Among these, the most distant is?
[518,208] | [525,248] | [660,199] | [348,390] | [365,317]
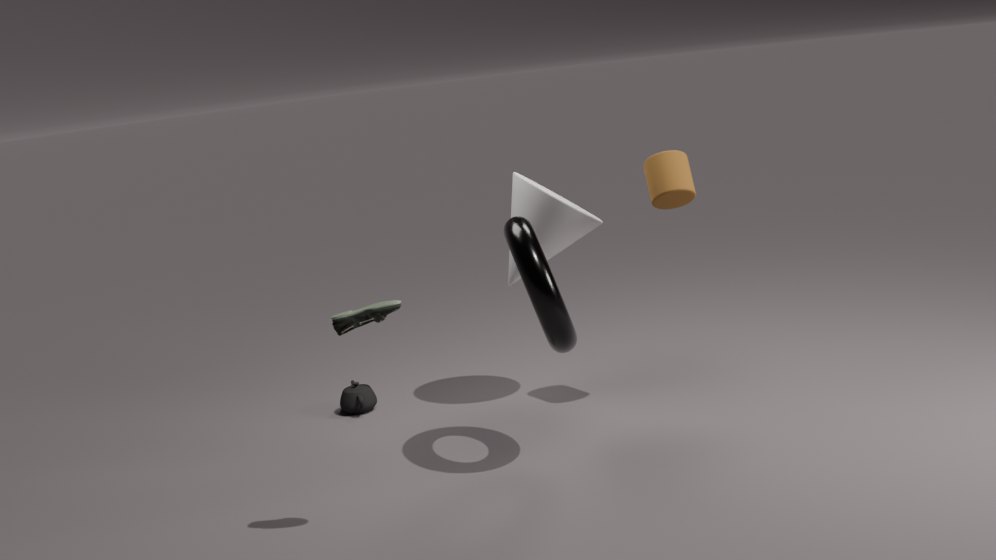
[348,390]
